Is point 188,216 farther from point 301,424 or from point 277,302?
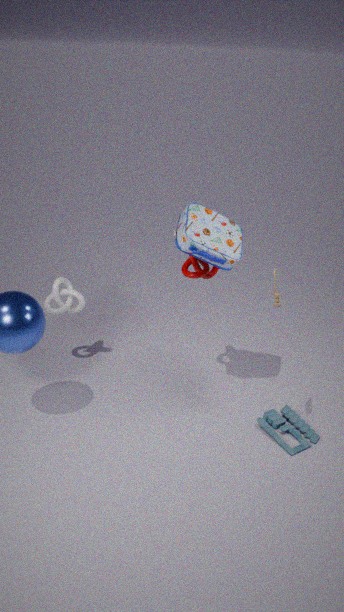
point 301,424
